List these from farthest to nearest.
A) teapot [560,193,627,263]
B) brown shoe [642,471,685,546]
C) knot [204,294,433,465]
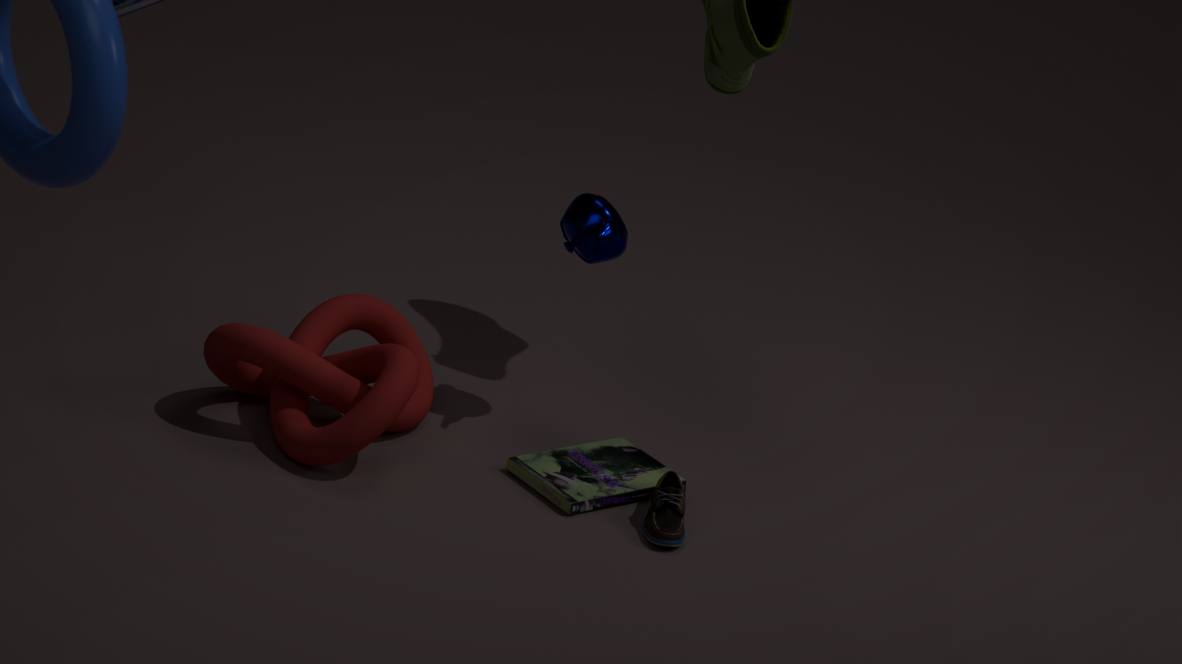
teapot [560,193,627,263] < knot [204,294,433,465] < brown shoe [642,471,685,546]
